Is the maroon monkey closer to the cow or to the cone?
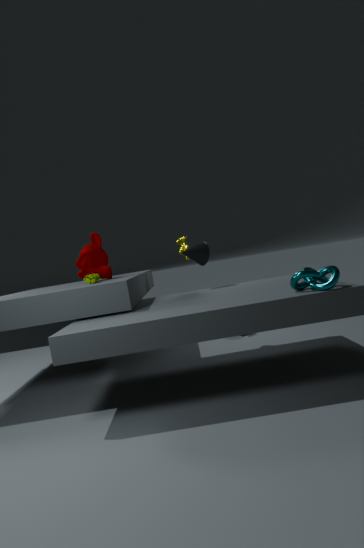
the cone
